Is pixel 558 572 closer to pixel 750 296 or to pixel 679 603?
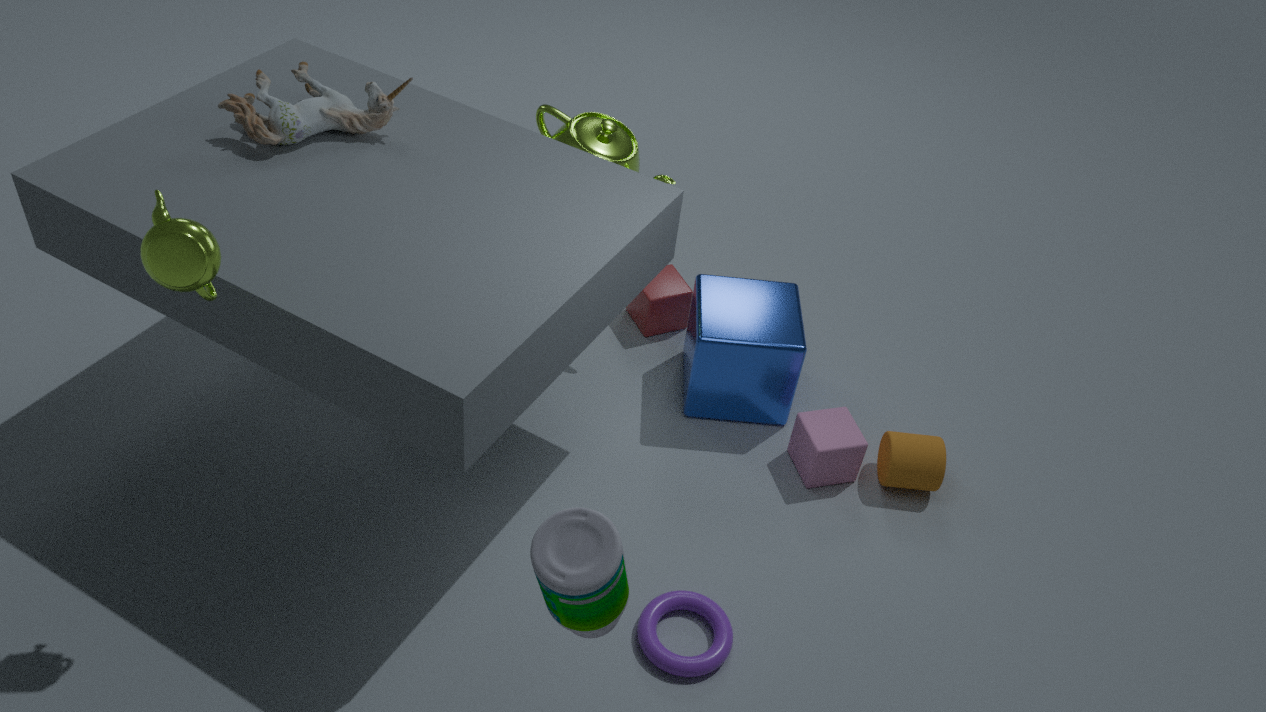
pixel 679 603
